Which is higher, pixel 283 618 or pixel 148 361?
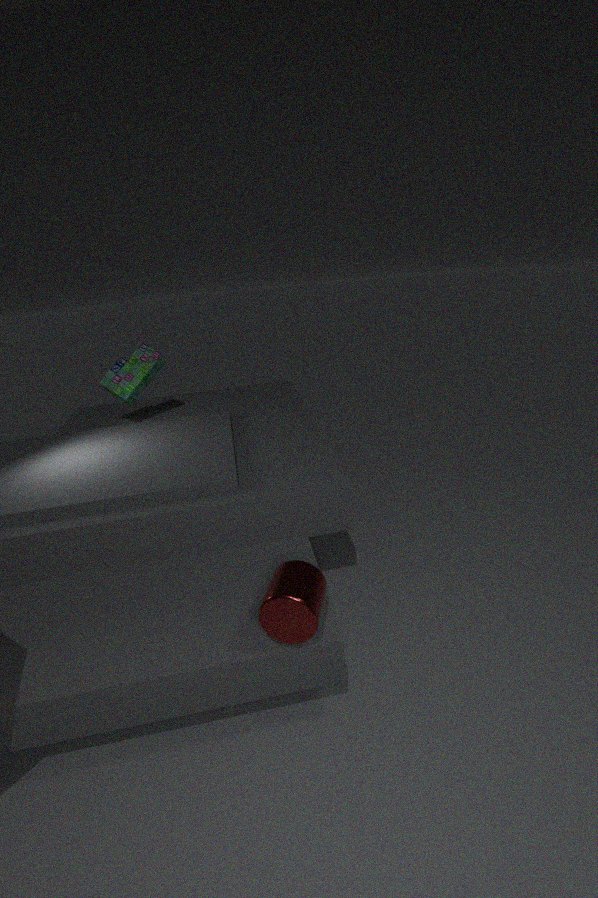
pixel 148 361
